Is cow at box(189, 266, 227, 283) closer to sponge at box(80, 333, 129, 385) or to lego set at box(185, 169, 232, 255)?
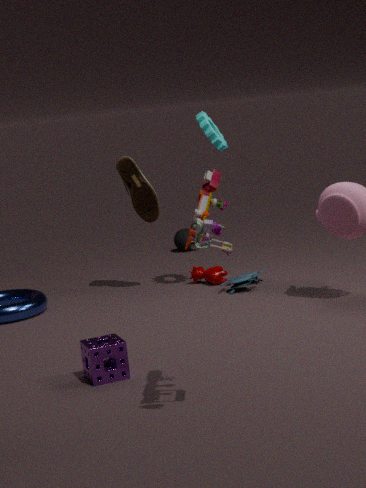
sponge at box(80, 333, 129, 385)
